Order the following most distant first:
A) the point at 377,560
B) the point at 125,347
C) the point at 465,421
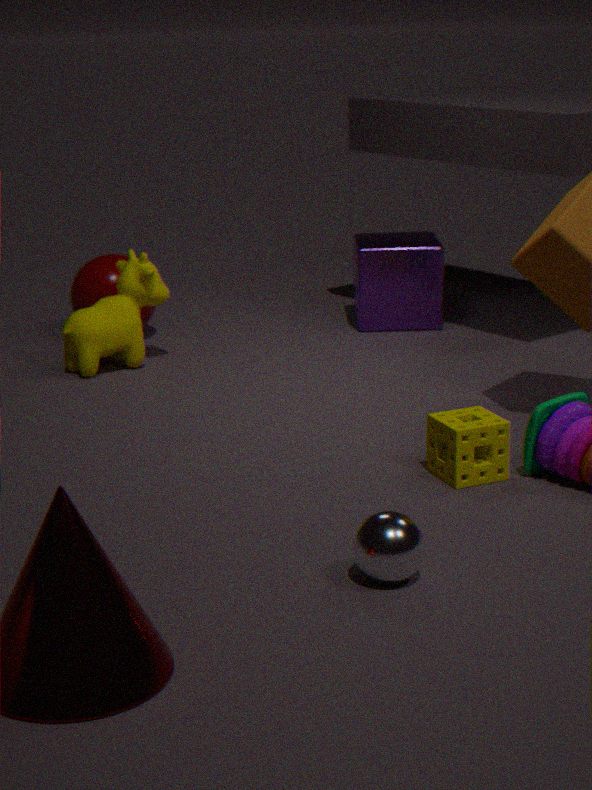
the point at 125,347, the point at 465,421, the point at 377,560
